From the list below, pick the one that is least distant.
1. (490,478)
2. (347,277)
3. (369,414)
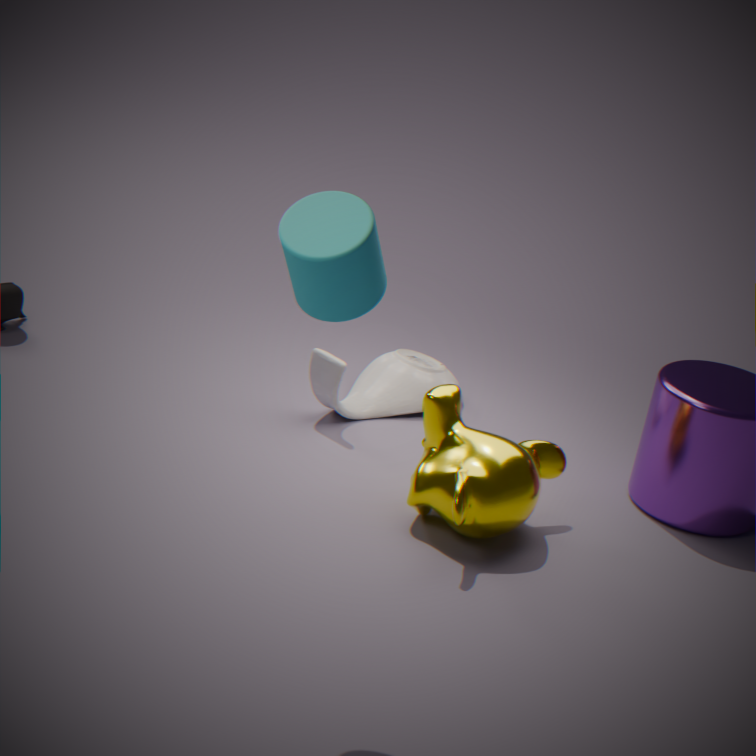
(347,277)
